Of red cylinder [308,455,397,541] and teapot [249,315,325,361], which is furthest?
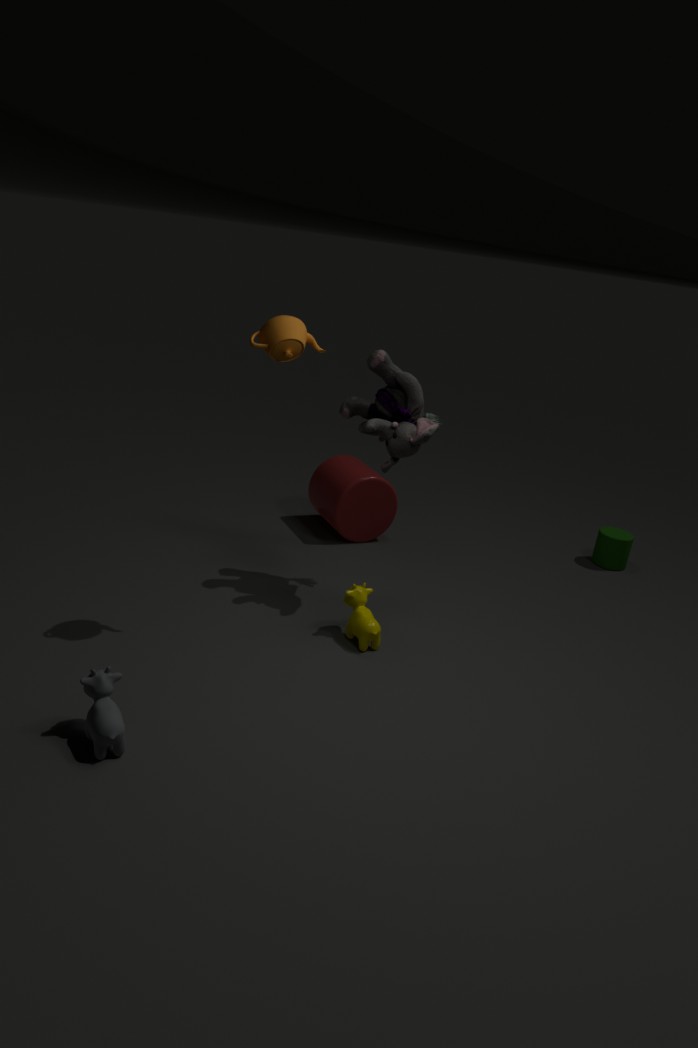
red cylinder [308,455,397,541]
